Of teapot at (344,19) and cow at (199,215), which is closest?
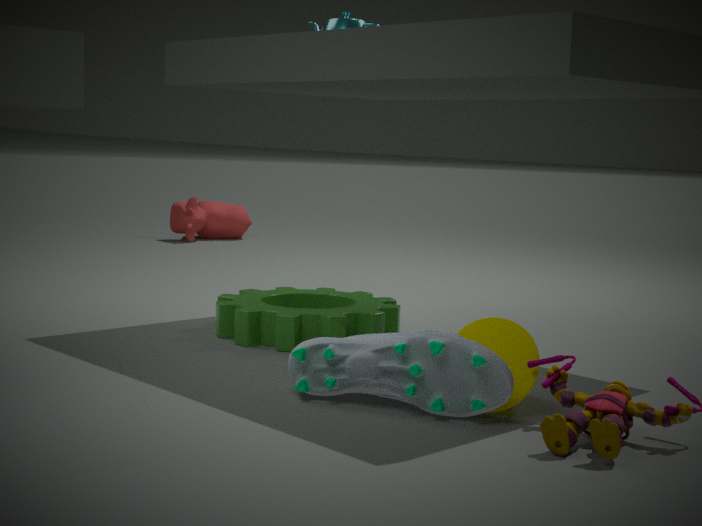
teapot at (344,19)
